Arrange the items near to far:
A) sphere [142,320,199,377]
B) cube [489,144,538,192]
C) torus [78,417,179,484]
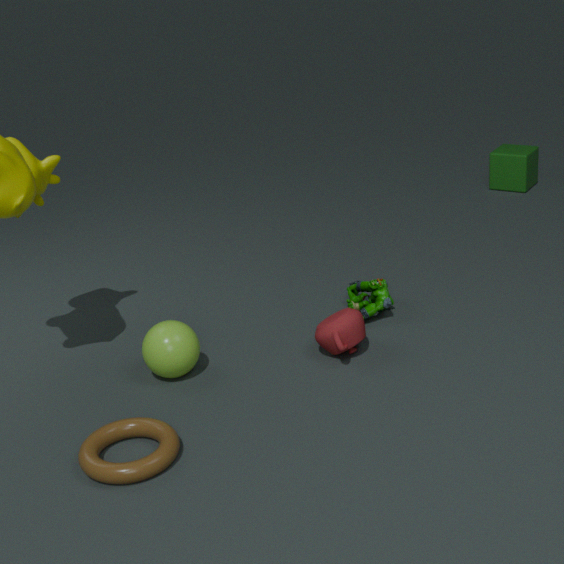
torus [78,417,179,484] → sphere [142,320,199,377] → cube [489,144,538,192]
